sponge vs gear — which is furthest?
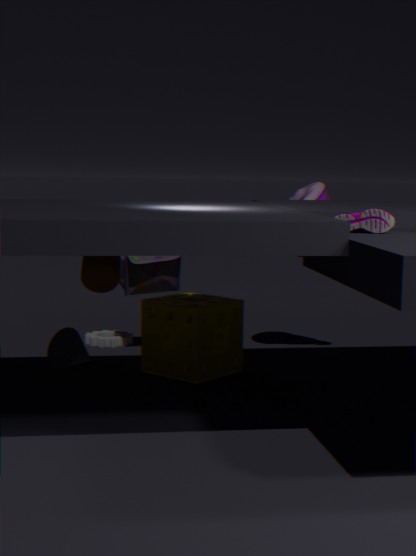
gear
